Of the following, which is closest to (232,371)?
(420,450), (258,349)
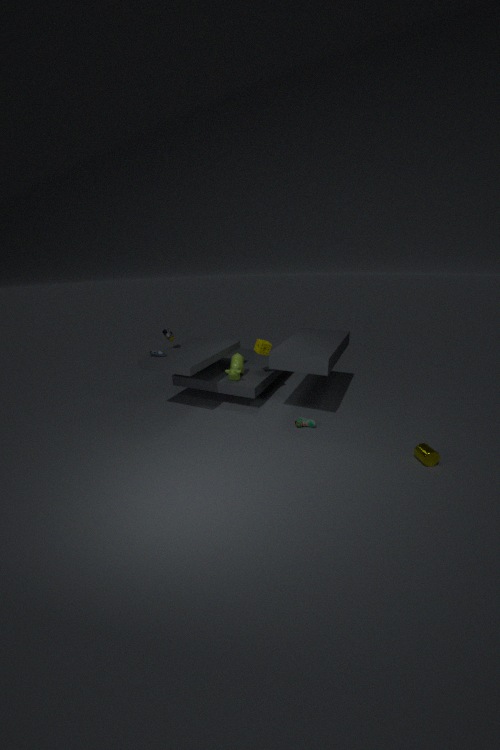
(258,349)
